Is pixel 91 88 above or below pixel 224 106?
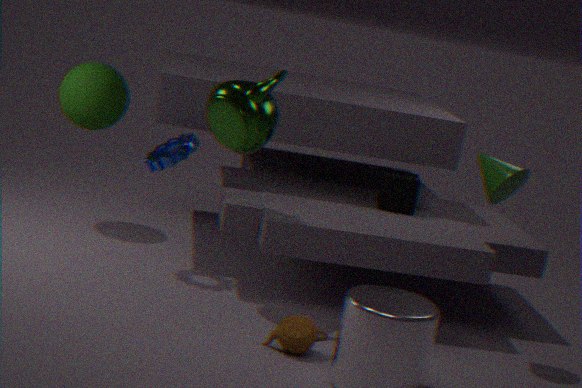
below
